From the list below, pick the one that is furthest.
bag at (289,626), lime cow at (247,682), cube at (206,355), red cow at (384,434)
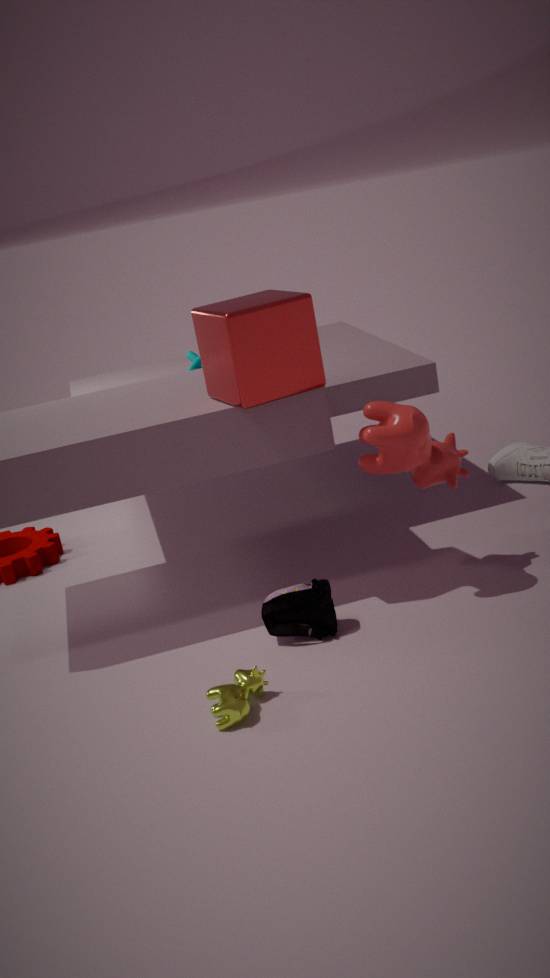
bag at (289,626)
